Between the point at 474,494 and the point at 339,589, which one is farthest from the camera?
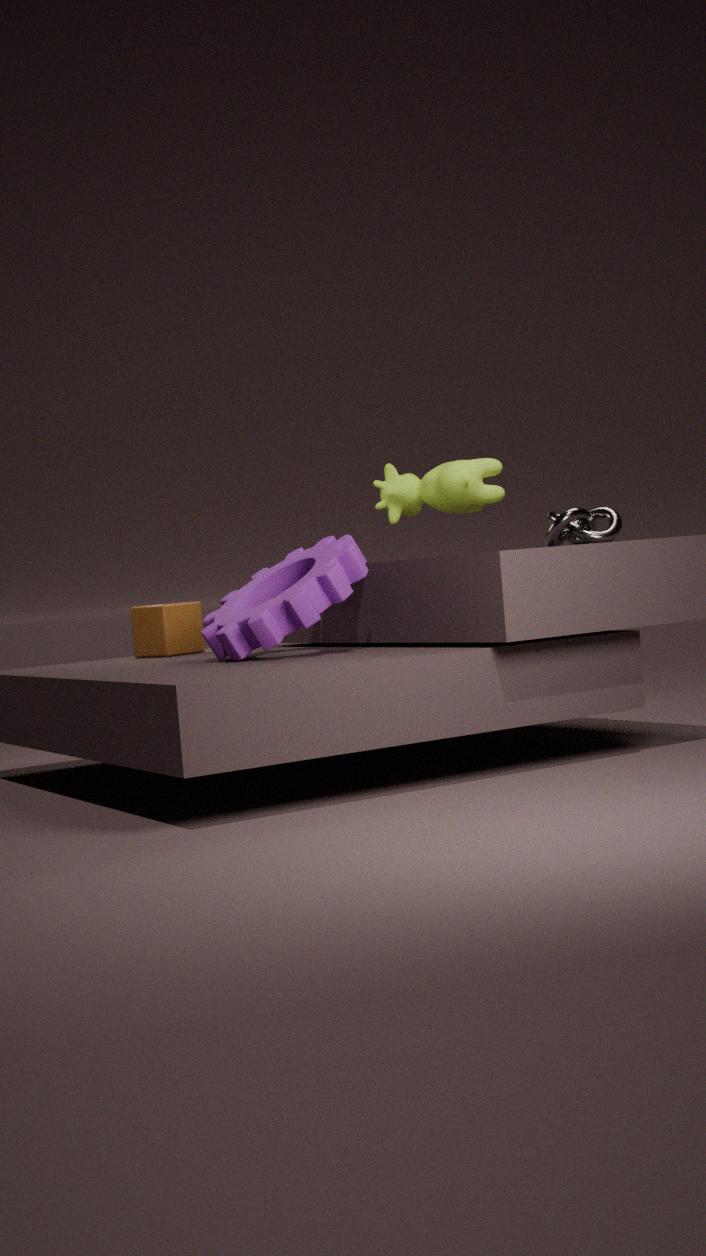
the point at 474,494
